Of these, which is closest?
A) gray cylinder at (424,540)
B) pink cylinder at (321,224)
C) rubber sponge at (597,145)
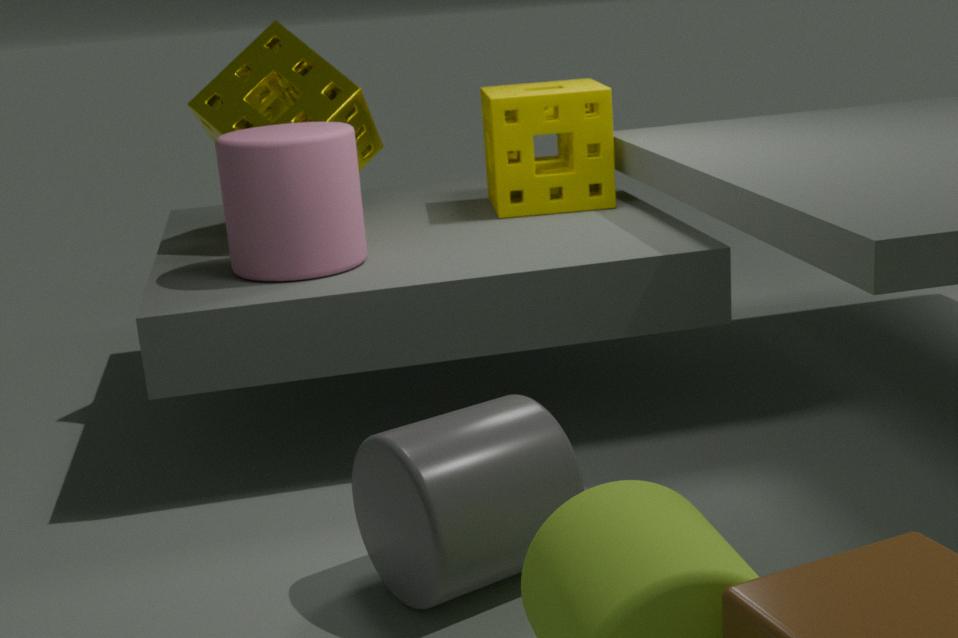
gray cylinder at (424,540)
